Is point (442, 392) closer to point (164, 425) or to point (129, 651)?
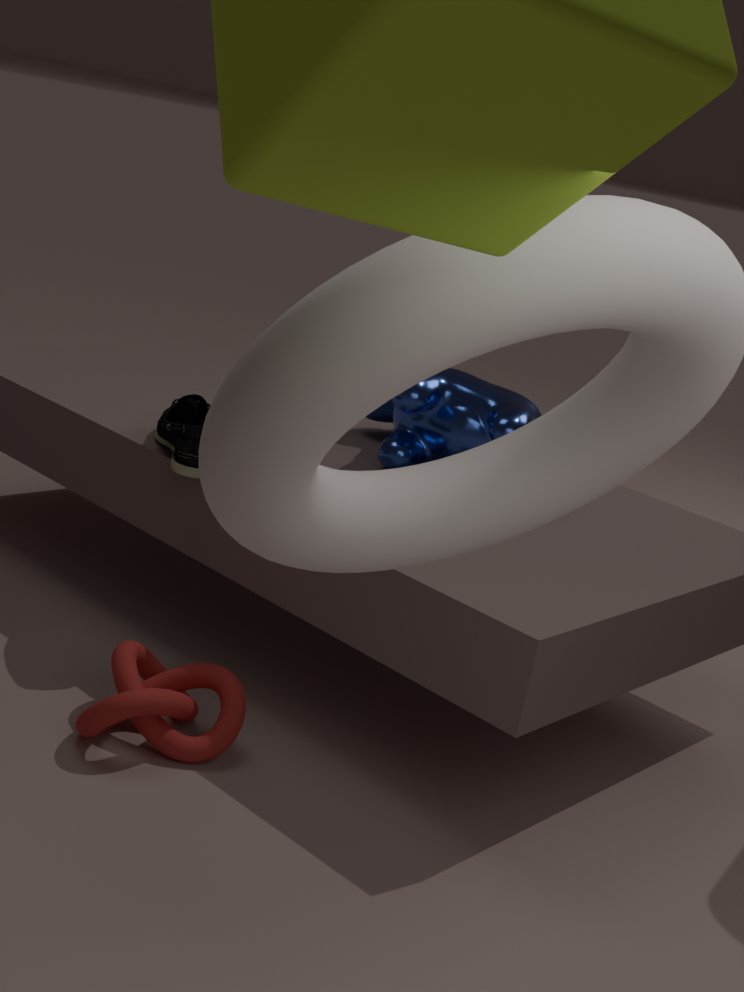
point (164, 425)
